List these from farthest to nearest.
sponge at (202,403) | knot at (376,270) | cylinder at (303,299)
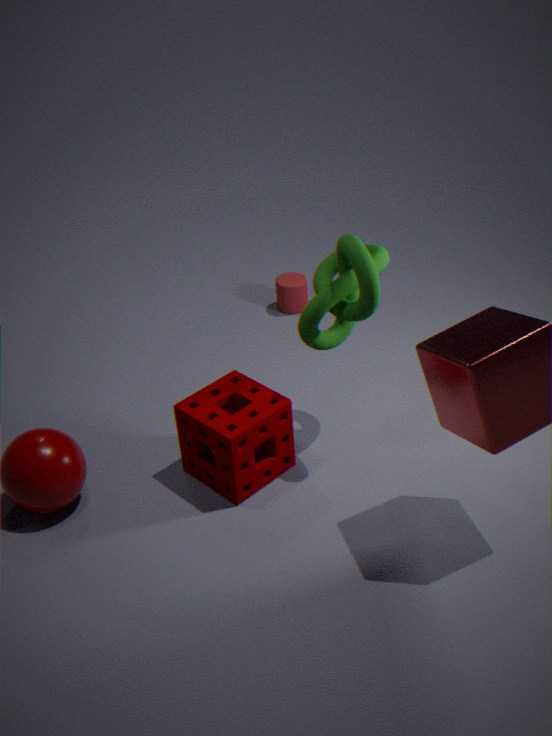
cylinder at (303,299) < sponge at (202,403) < knot at (376,270)
